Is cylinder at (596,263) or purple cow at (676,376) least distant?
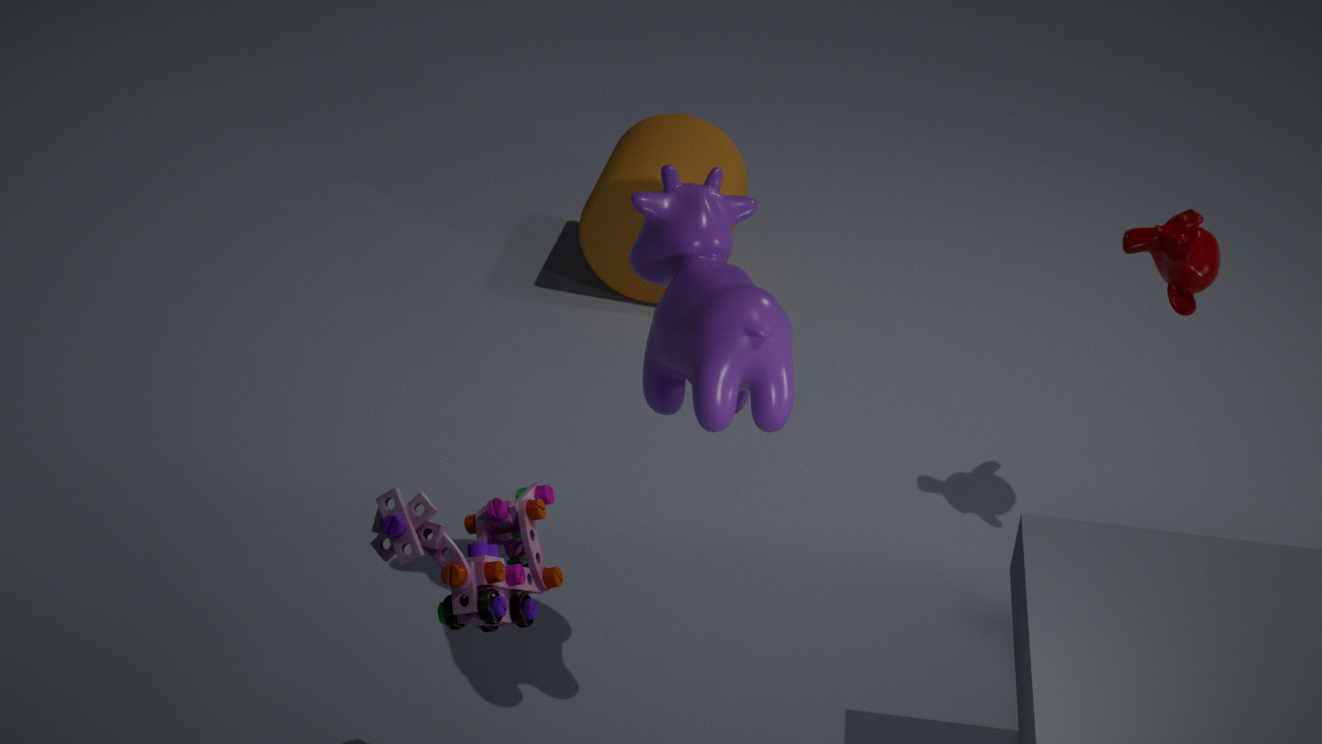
purple cow at (676,376)
